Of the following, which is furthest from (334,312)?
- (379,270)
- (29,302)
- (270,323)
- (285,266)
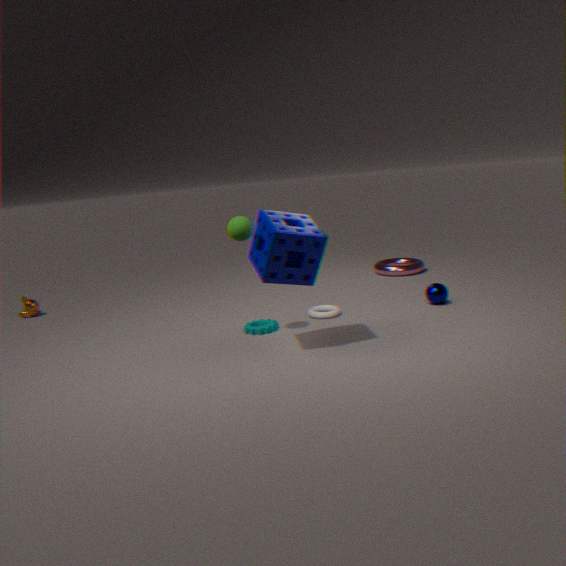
(29,302)
